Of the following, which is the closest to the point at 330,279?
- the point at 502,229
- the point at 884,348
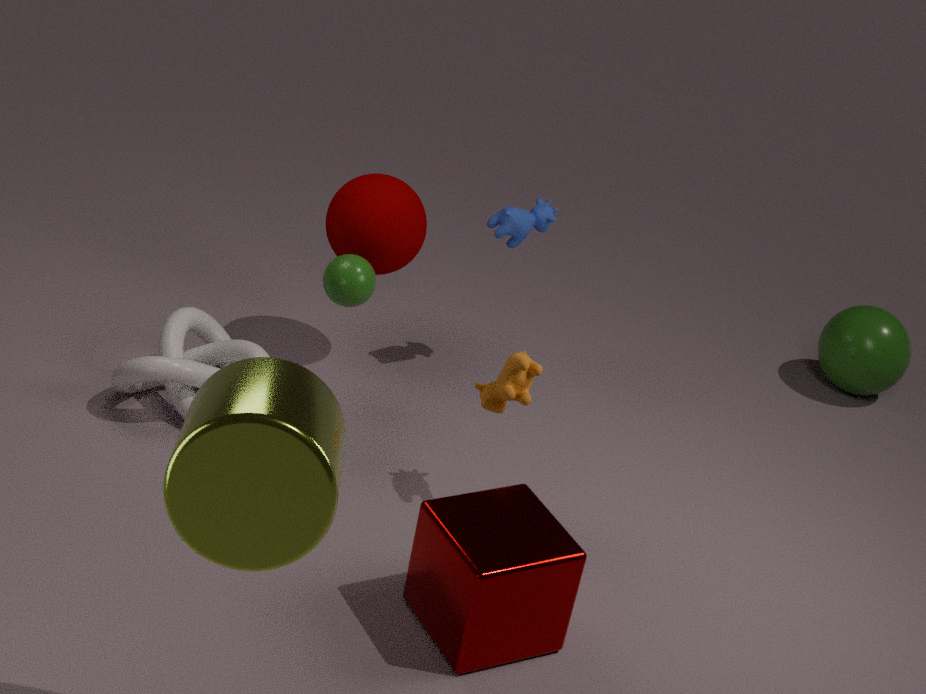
the point at 502,229
